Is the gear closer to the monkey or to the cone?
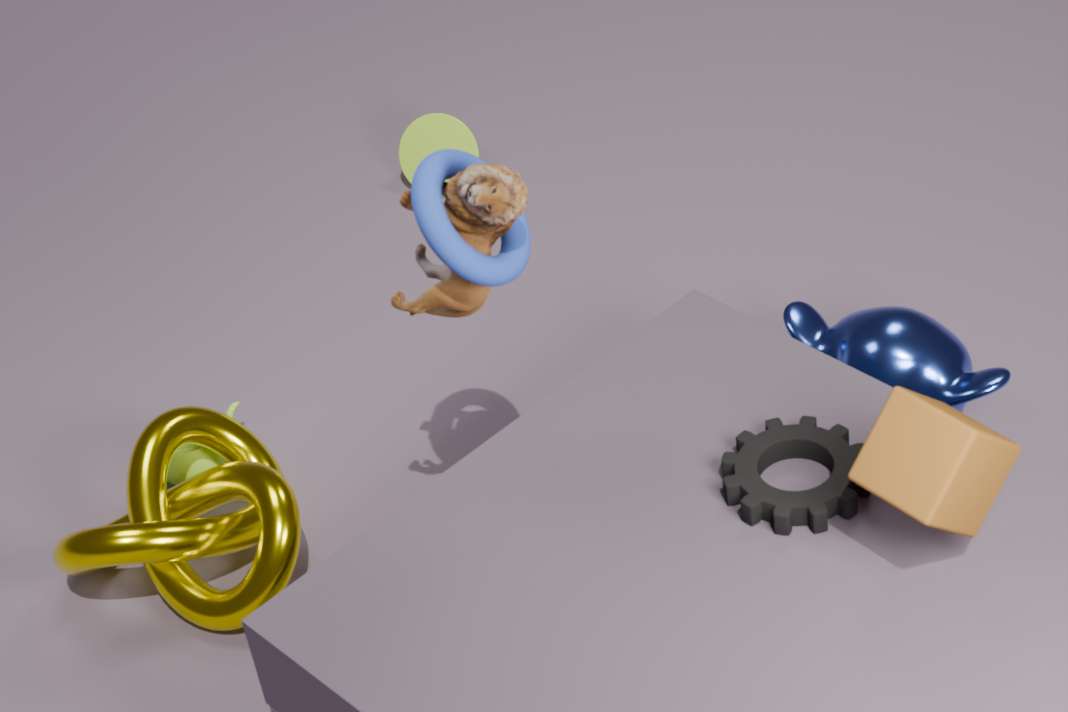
the monkey
